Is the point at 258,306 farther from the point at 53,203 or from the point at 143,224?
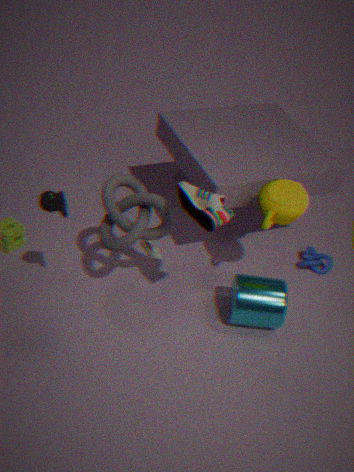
the point at 53,203
